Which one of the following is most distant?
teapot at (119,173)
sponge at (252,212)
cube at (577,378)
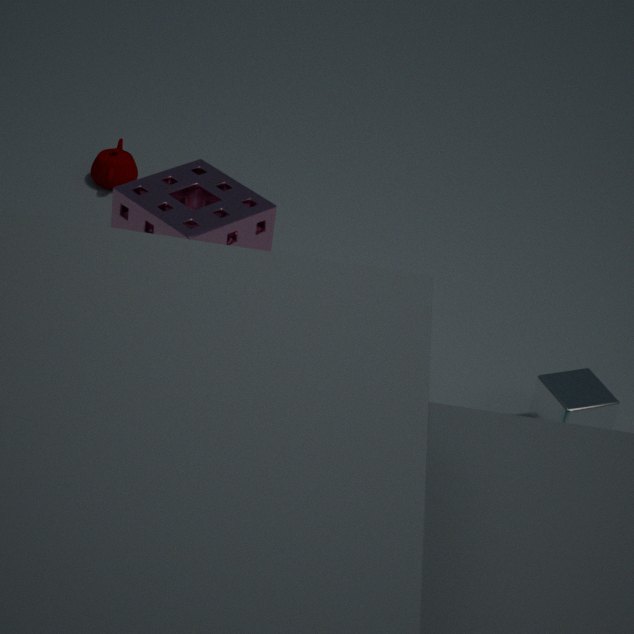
teapot at (119,173)
